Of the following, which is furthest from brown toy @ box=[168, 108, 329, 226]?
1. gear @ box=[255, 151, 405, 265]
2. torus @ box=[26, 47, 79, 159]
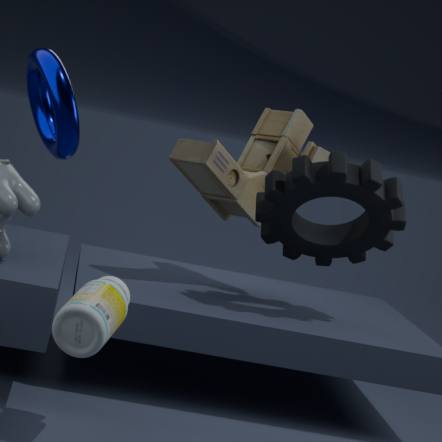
torus @ box=[26, 47, 79, 159]
